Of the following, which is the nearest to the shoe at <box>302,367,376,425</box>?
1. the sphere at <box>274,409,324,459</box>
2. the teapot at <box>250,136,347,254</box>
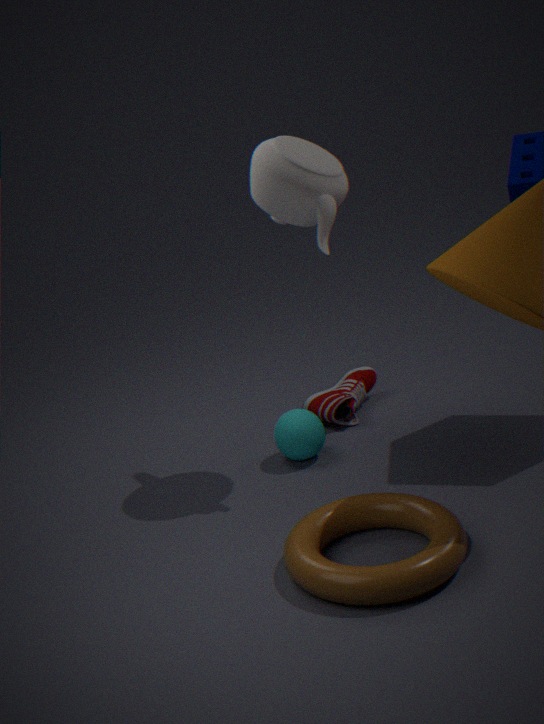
the sphere at <box>274,409,324,459</box>
